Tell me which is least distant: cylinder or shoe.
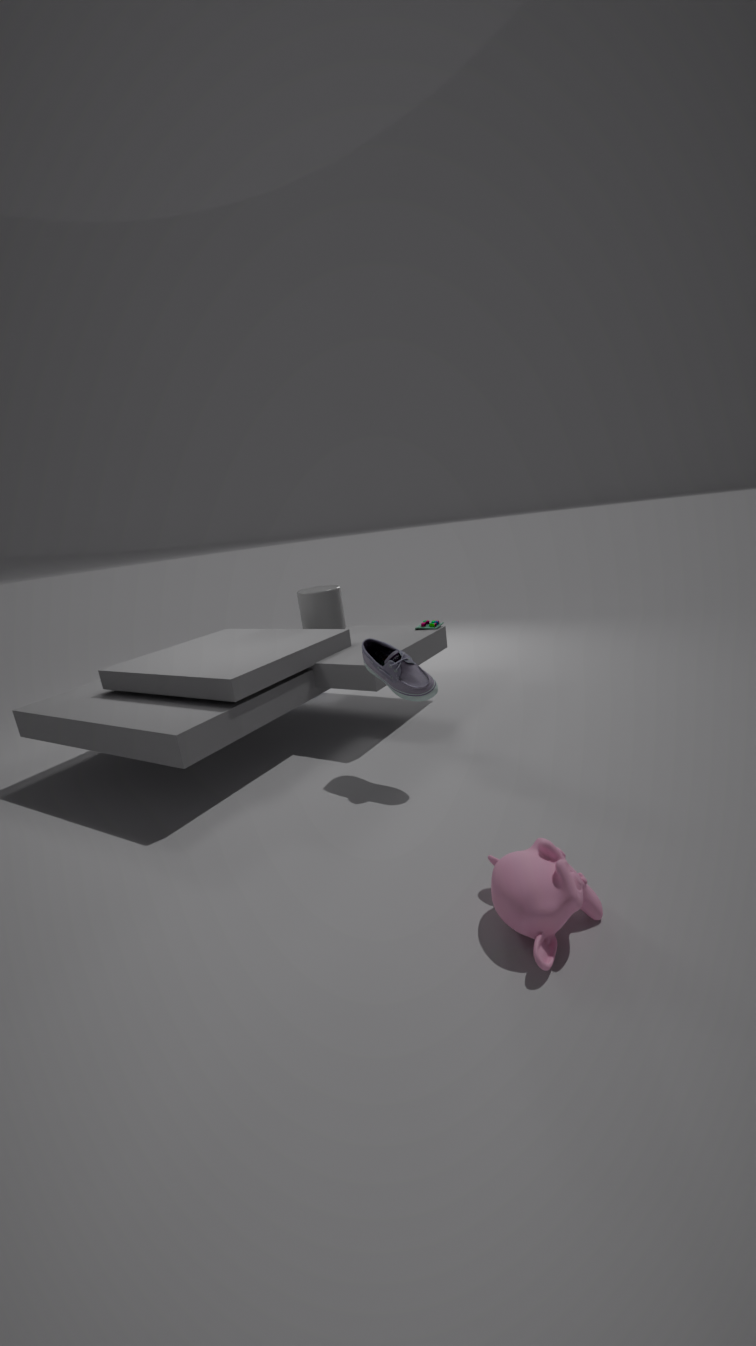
shoe
